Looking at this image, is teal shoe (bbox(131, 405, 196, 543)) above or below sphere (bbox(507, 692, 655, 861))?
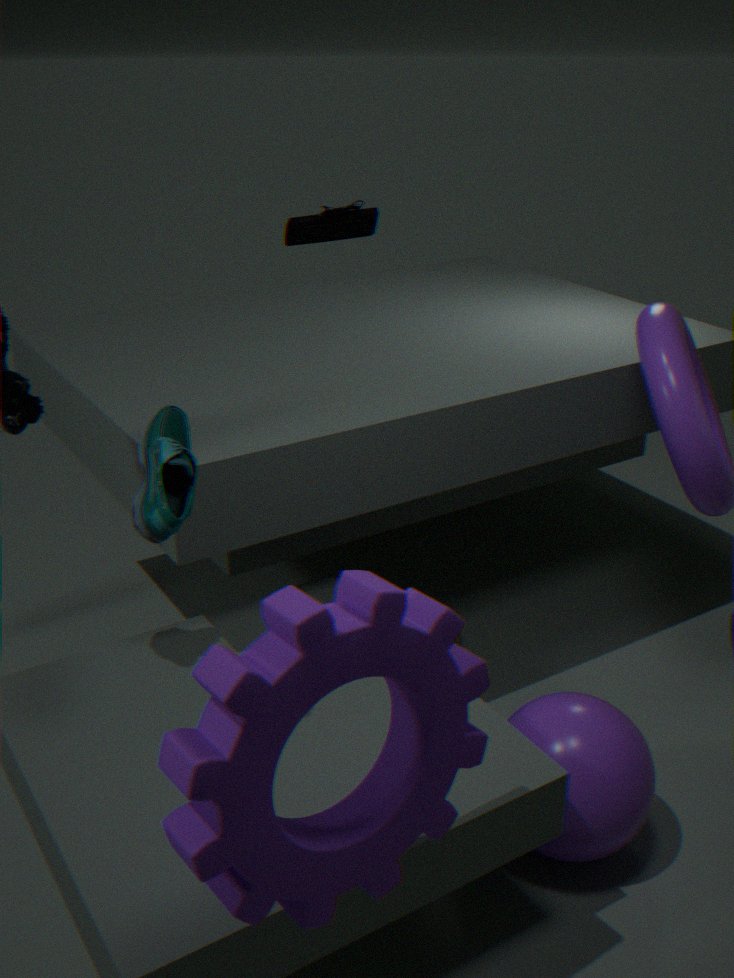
above
